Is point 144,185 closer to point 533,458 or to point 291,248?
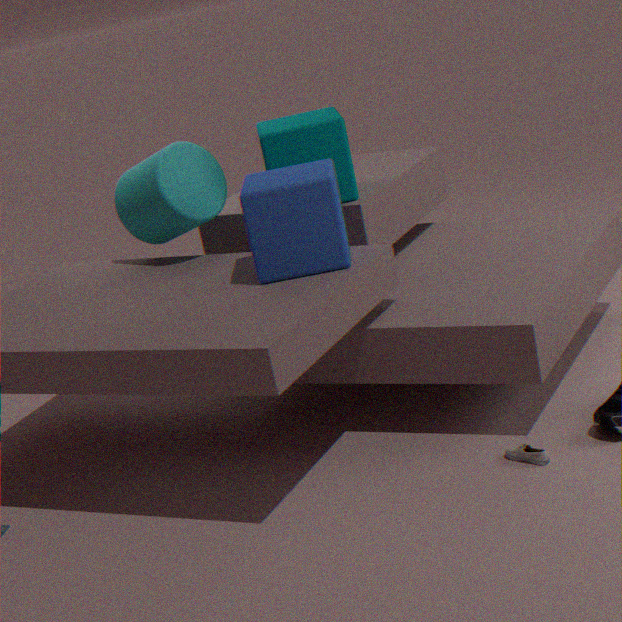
point 291,248
